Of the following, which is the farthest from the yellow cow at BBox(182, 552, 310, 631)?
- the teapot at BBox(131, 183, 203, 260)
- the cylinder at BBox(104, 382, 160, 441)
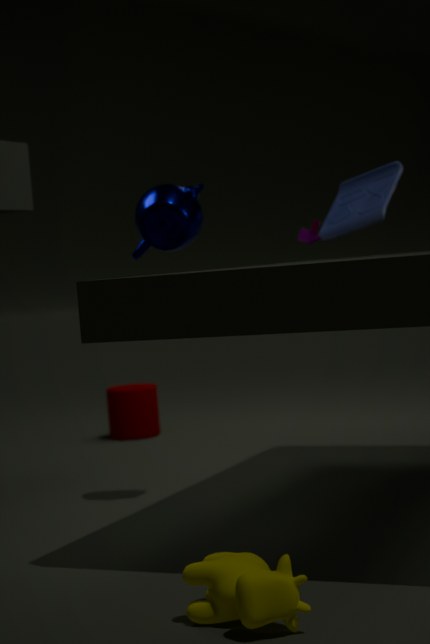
the cylinder at BBox(104, 382, 160, 441)
